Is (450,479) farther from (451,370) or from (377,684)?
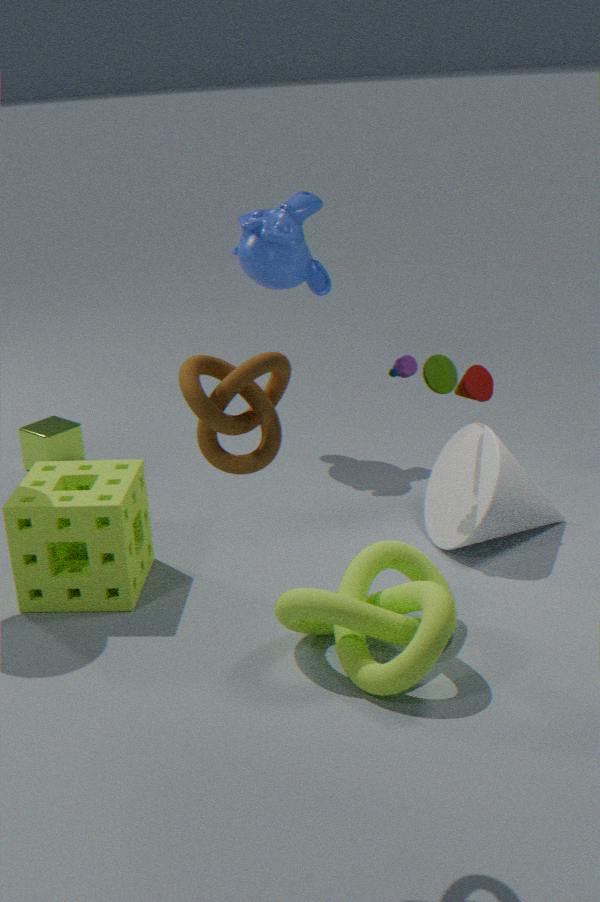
(377,684)
